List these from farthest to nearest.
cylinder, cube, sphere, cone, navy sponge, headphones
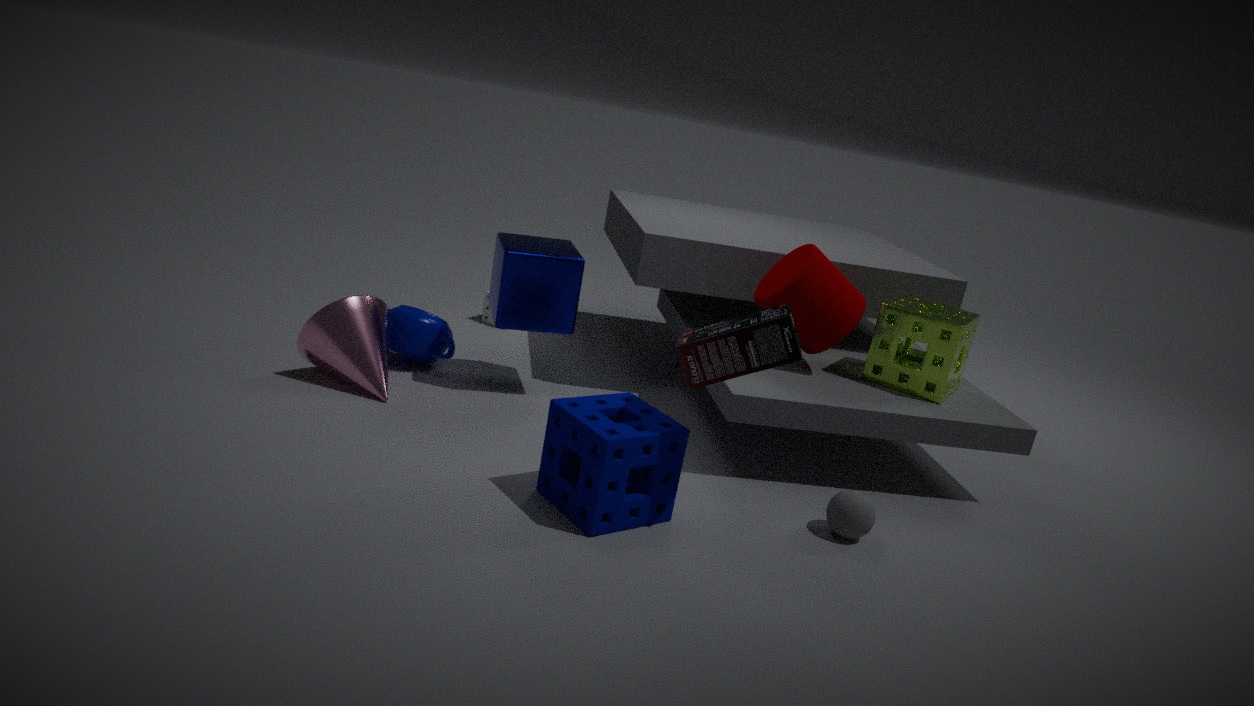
cube < cylinder < cone < sphere < navy sponge < headphones
